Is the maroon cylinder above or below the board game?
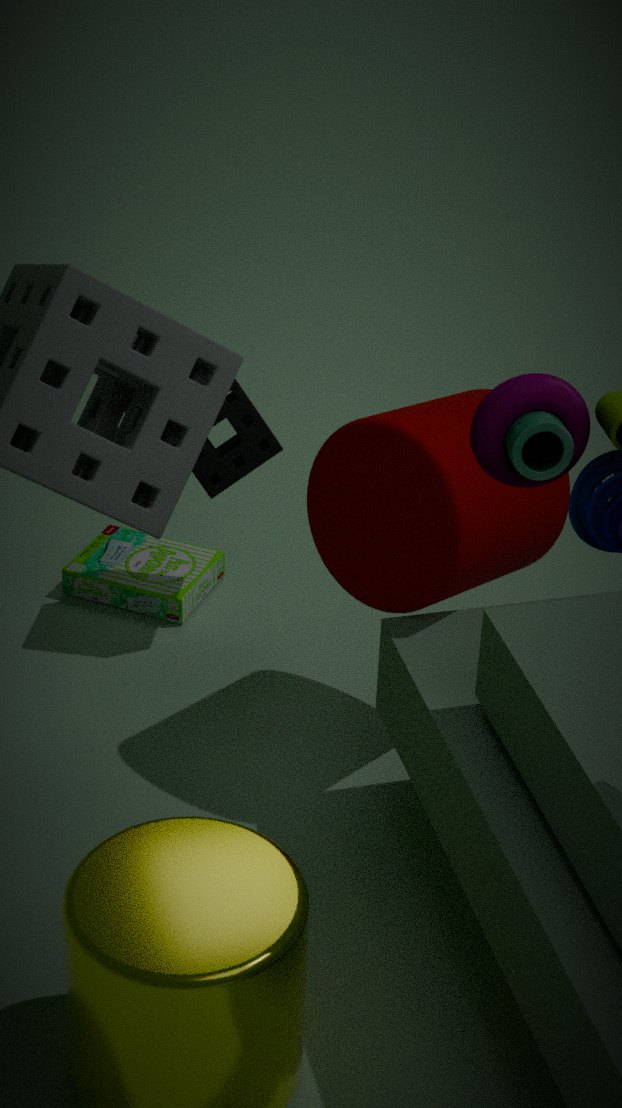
above
